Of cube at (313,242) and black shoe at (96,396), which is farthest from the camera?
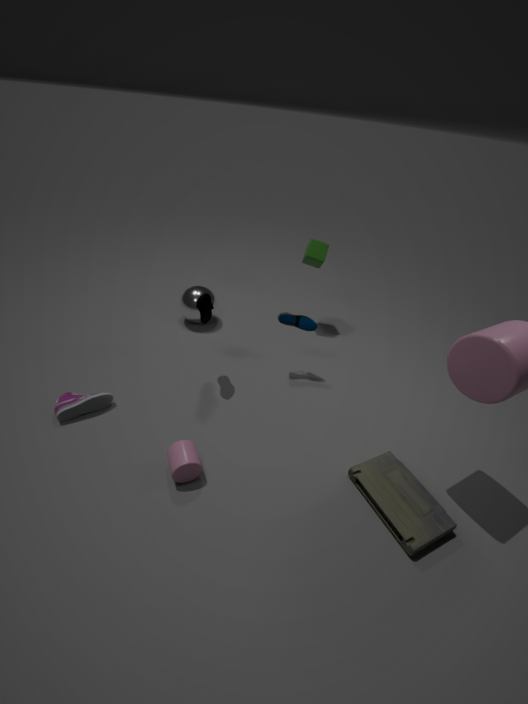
cube at (313,242)
